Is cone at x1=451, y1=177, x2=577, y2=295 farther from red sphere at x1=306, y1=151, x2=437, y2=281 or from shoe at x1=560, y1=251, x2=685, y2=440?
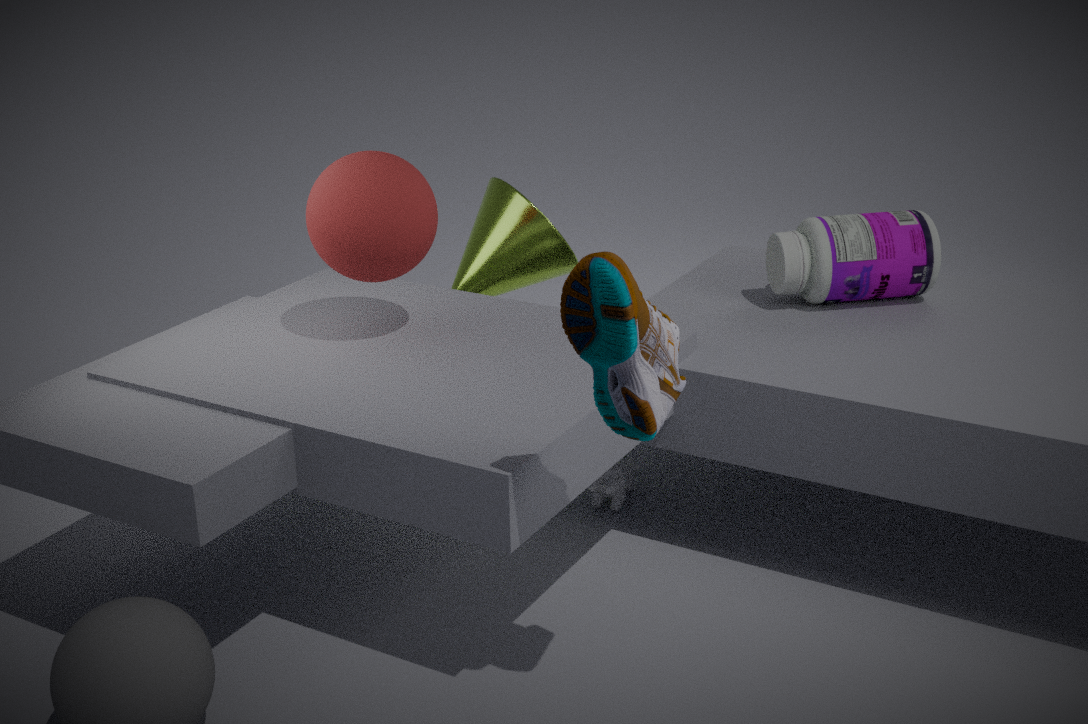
shoe at x1=560, y1=251, x2=685, y2=440
